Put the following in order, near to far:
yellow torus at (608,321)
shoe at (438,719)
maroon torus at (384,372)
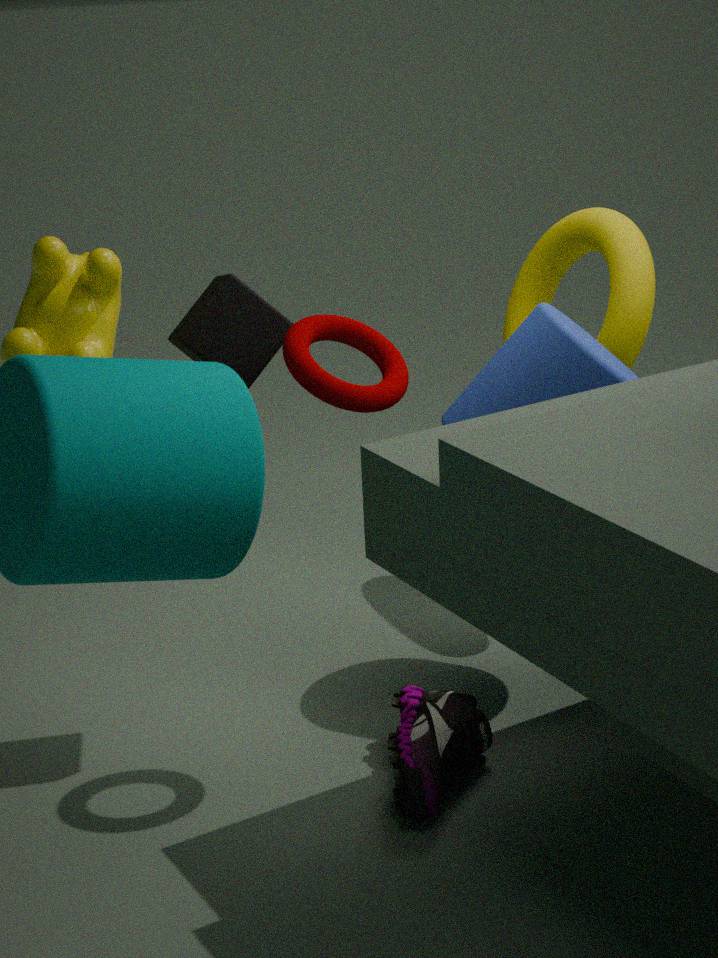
1. maroon torus at (384,372)
2. shoe at (438,719)
3. yellow torus at (608,321)
